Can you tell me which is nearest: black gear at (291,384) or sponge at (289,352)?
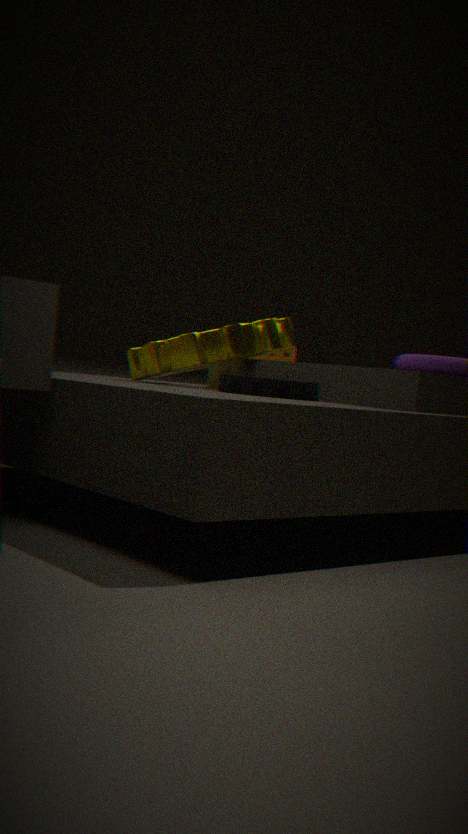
black gear at (291,384)
